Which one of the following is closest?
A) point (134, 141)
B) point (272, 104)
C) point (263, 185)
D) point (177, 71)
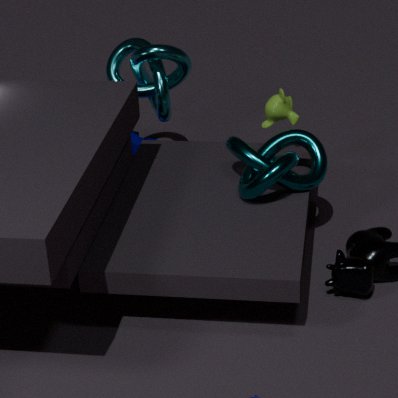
point (263, 185)
